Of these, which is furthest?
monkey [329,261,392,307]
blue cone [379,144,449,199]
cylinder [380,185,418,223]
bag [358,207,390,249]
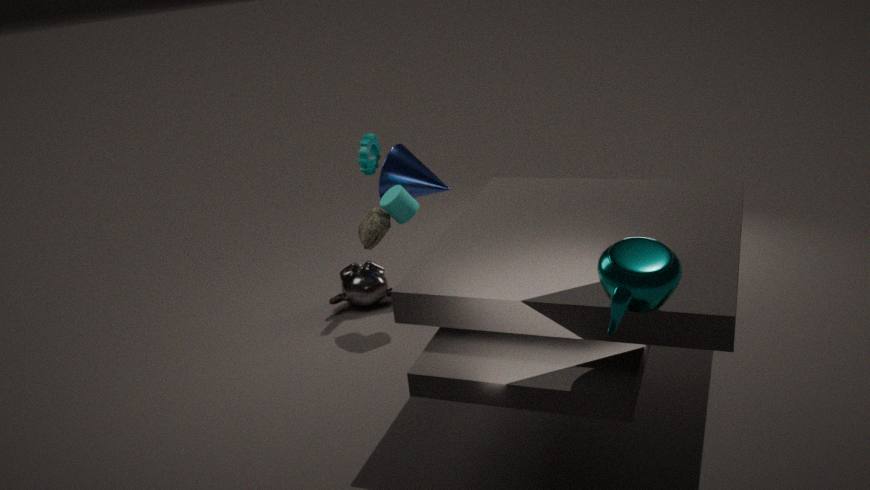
monkey [329,261,392,307]
